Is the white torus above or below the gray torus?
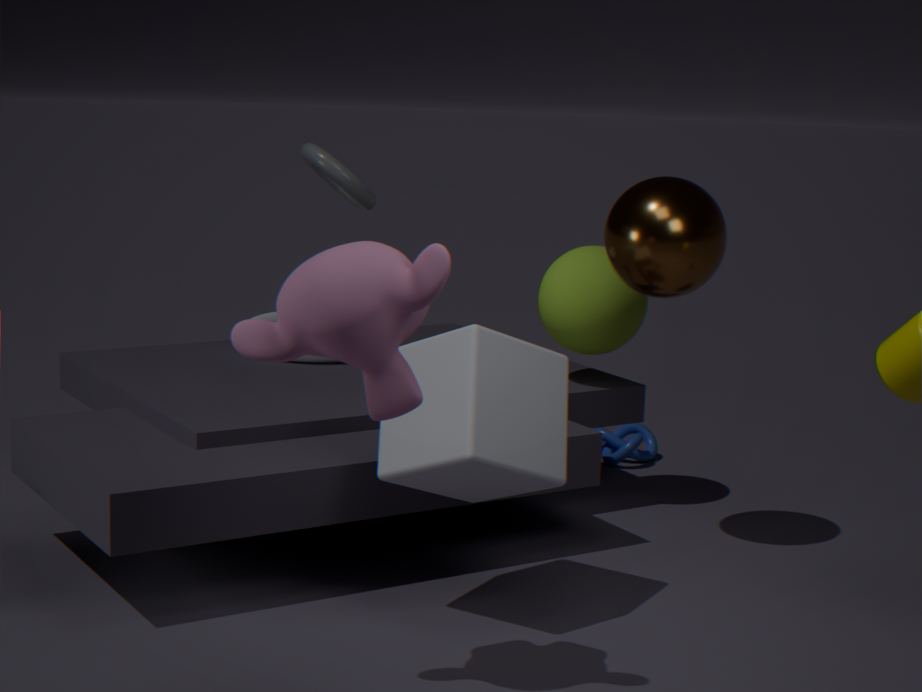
below
